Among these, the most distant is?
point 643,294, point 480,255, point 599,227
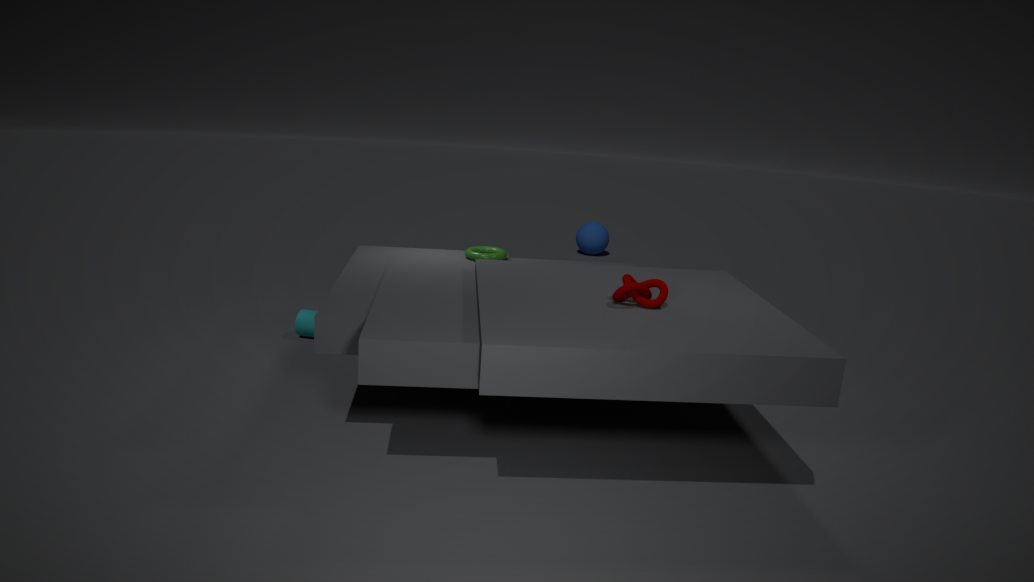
point 599,227
